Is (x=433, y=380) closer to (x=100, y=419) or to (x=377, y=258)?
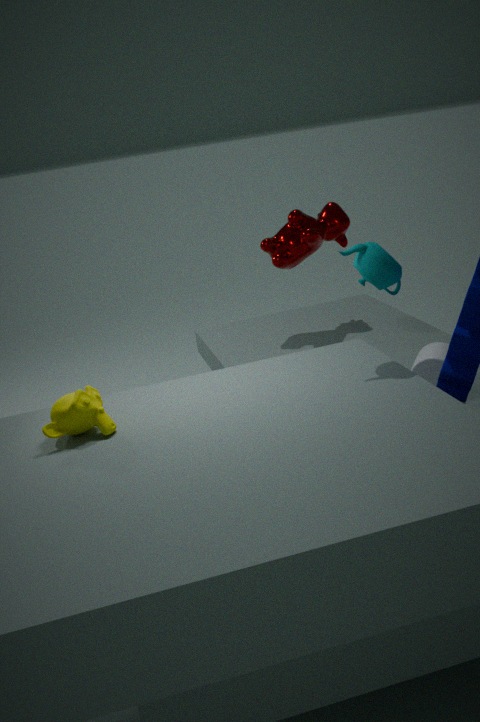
(x=377, y=258)
